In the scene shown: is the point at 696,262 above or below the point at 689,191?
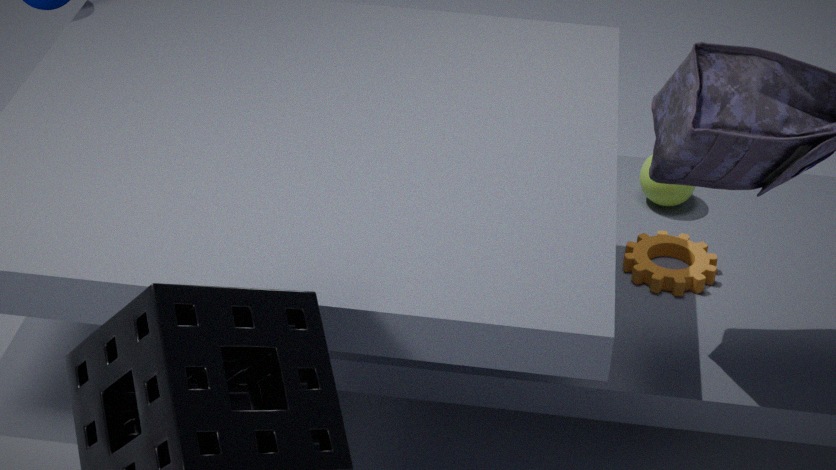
below
